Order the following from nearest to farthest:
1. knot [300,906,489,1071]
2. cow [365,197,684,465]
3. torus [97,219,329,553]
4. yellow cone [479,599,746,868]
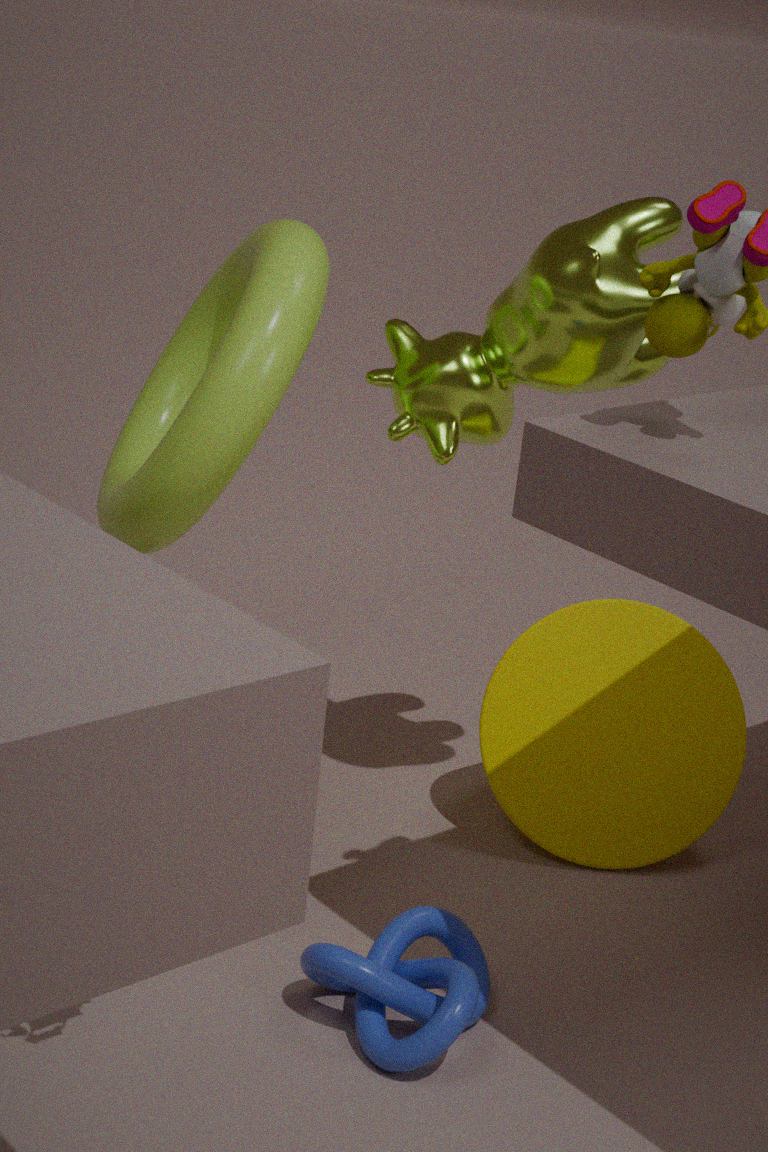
1. knot [300,906,489,1071]
2. torus [97,219,329,553]
3. cow [365,197,684,465]
4. yellow cone [479,599,746,868]
